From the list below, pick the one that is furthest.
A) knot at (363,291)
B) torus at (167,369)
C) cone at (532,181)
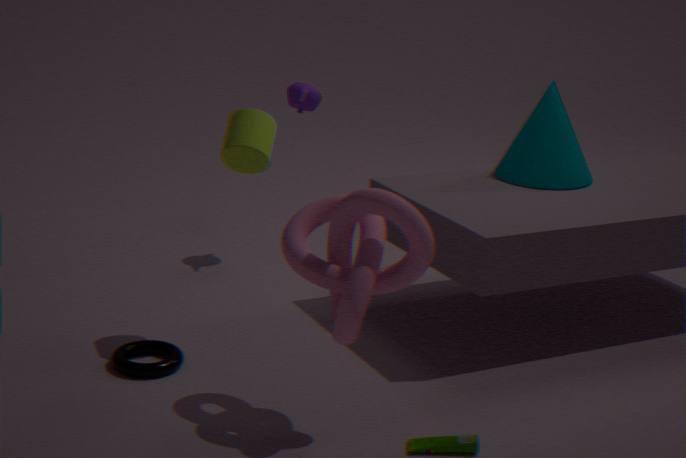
cone at (532,181)
